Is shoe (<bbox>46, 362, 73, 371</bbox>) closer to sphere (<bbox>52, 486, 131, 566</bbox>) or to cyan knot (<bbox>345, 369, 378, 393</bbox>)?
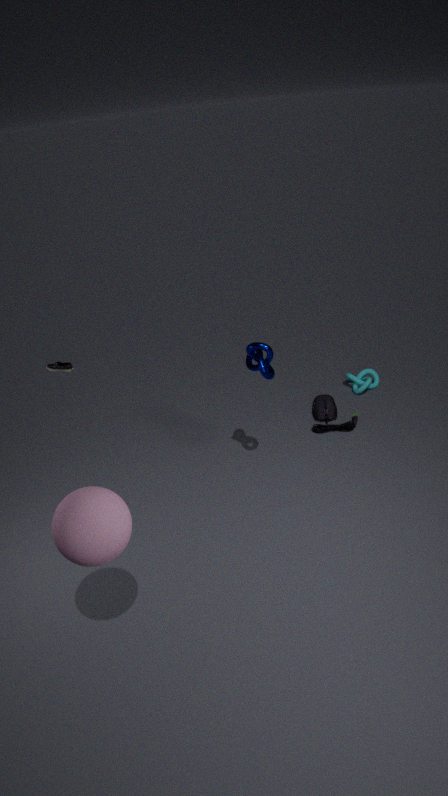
cyan knot (<bbox>345, 369, 378, 393</bbox>)
